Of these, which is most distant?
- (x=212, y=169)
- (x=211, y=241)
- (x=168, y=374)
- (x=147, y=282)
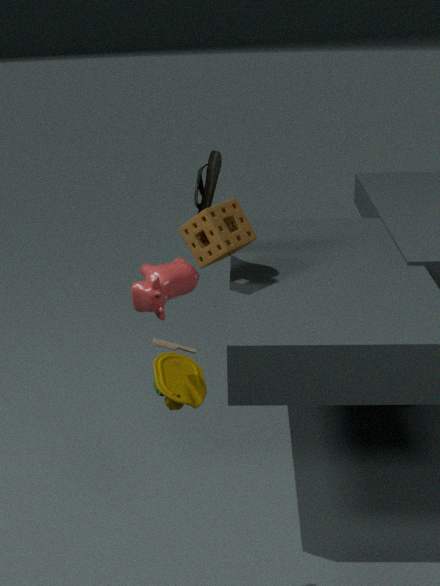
(x=212, y=169)
